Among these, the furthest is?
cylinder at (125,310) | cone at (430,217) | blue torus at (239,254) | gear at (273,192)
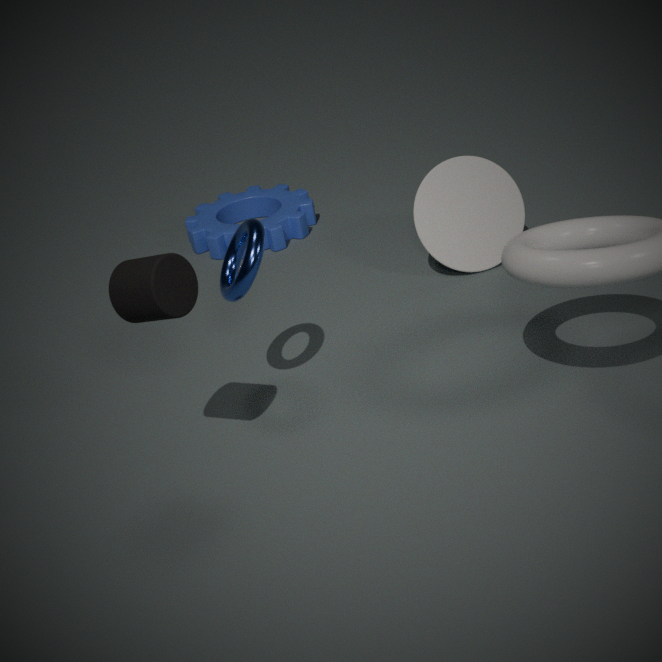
gear at (273,192)
